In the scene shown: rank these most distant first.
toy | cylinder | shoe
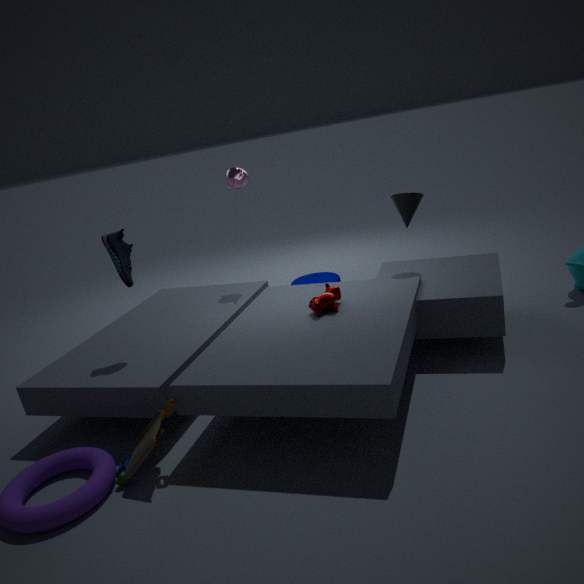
cylinder < shoe < toy
